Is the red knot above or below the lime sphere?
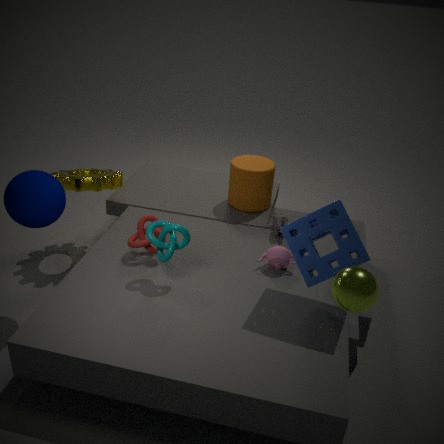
below
